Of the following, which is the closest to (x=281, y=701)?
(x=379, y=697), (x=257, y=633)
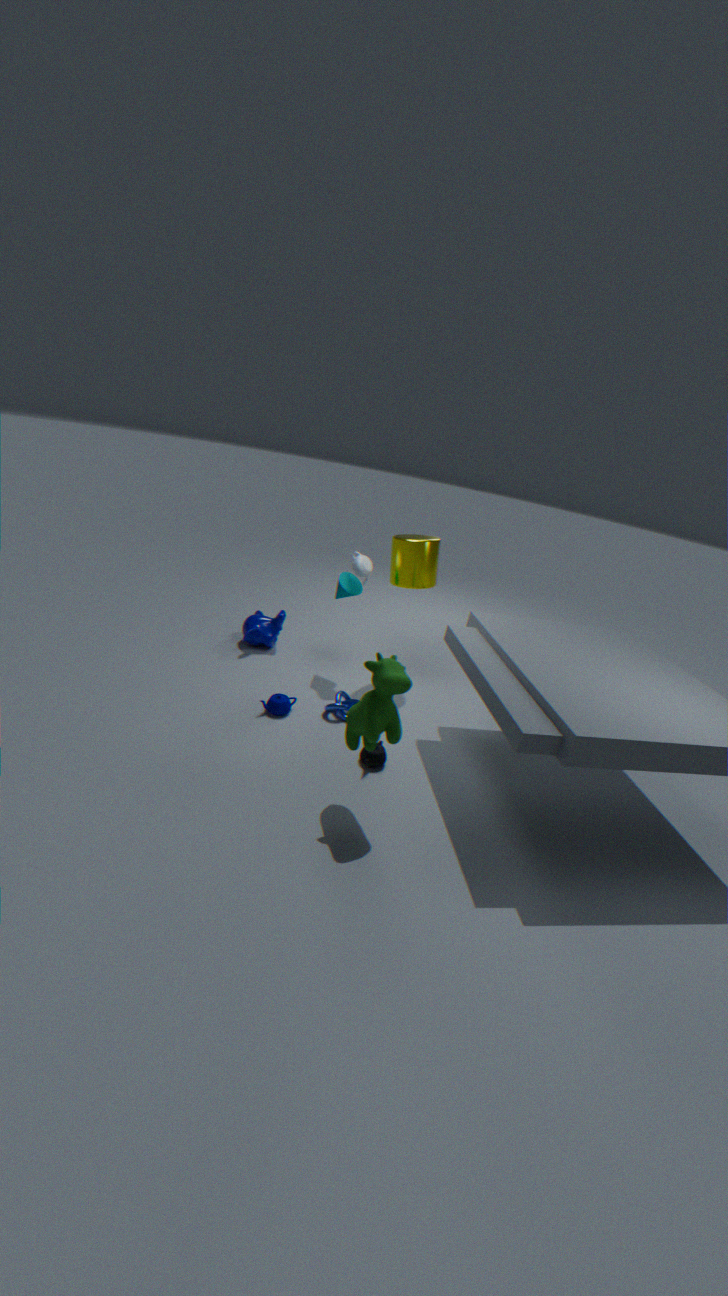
(x=257, y=633)
